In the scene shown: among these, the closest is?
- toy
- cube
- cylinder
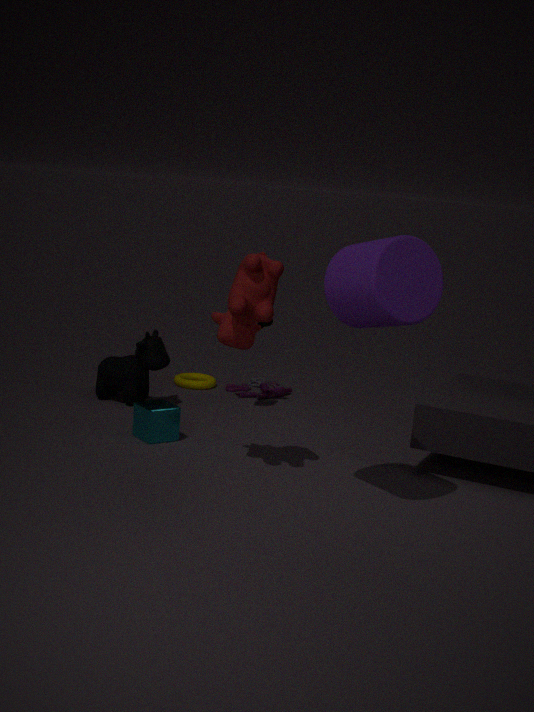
cylinder
